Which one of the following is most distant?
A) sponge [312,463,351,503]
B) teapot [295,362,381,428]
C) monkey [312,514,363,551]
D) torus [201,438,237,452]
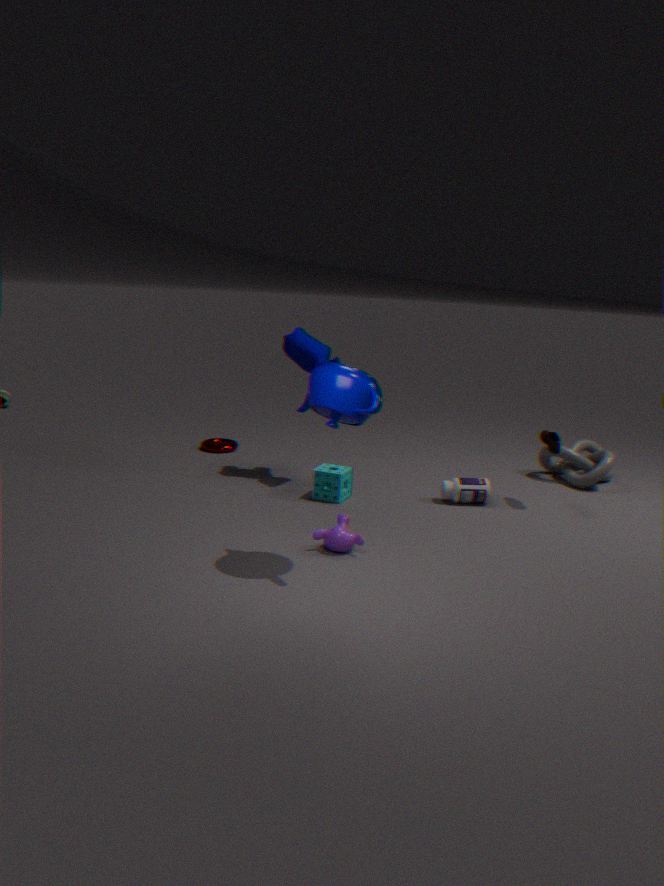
torus [201,438,237,452]
